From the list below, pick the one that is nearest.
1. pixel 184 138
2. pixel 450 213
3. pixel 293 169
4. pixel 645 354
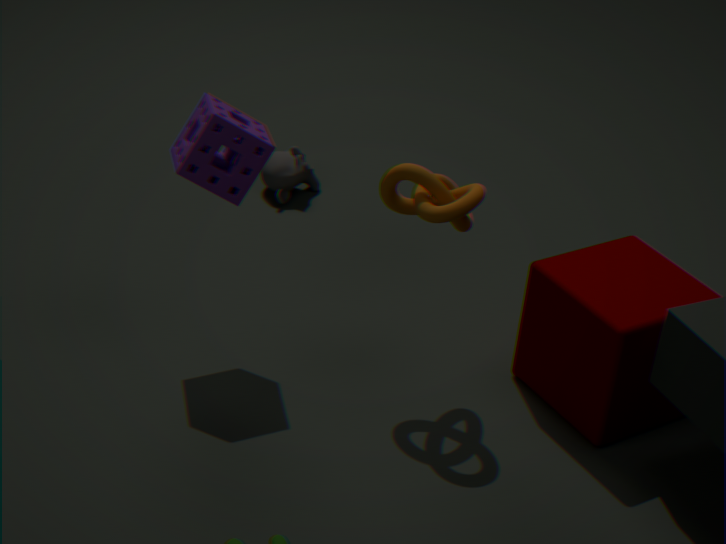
pixel 450 213
